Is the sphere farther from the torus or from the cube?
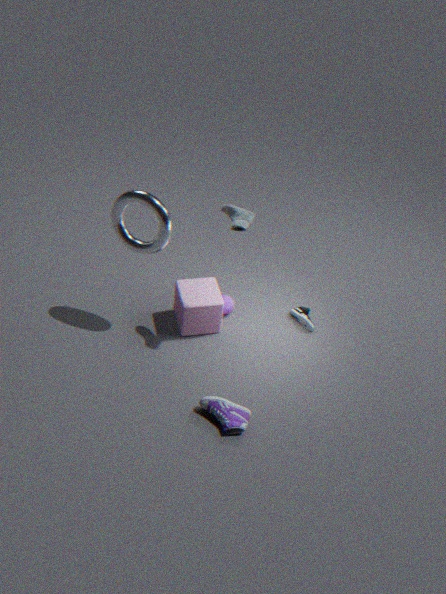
the torus
